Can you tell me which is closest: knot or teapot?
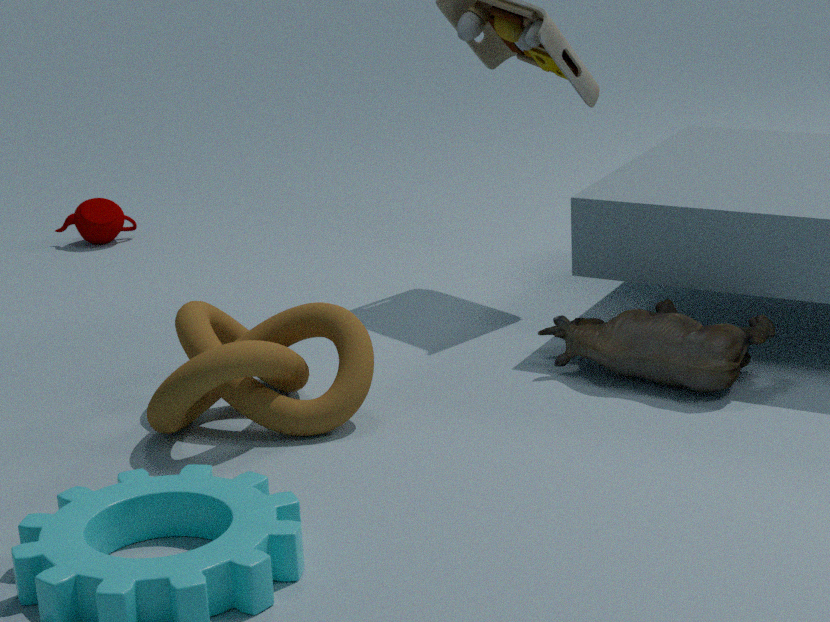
knot
